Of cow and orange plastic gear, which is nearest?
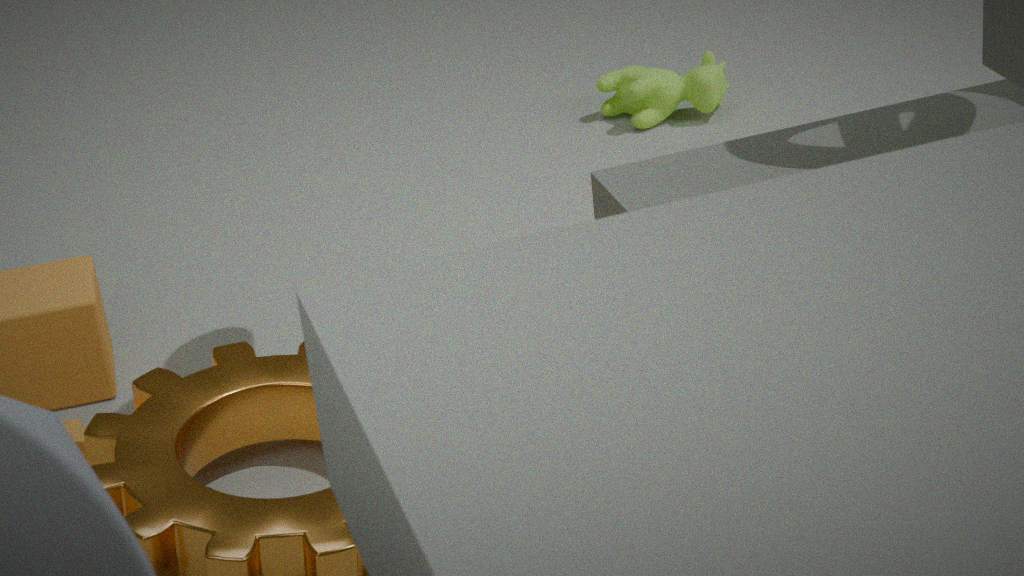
orange plastic gear
